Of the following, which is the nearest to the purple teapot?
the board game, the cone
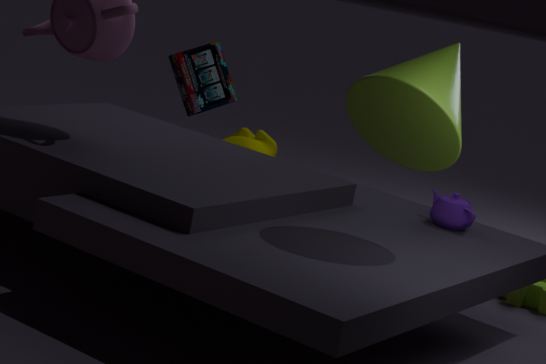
the cone
